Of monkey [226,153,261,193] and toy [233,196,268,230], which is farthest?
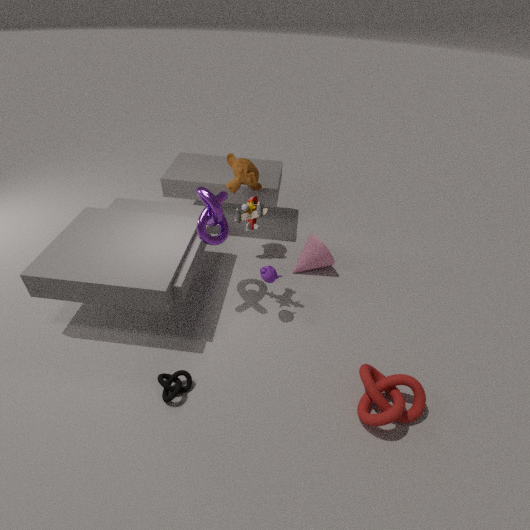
monkey [226,153,261,193]
